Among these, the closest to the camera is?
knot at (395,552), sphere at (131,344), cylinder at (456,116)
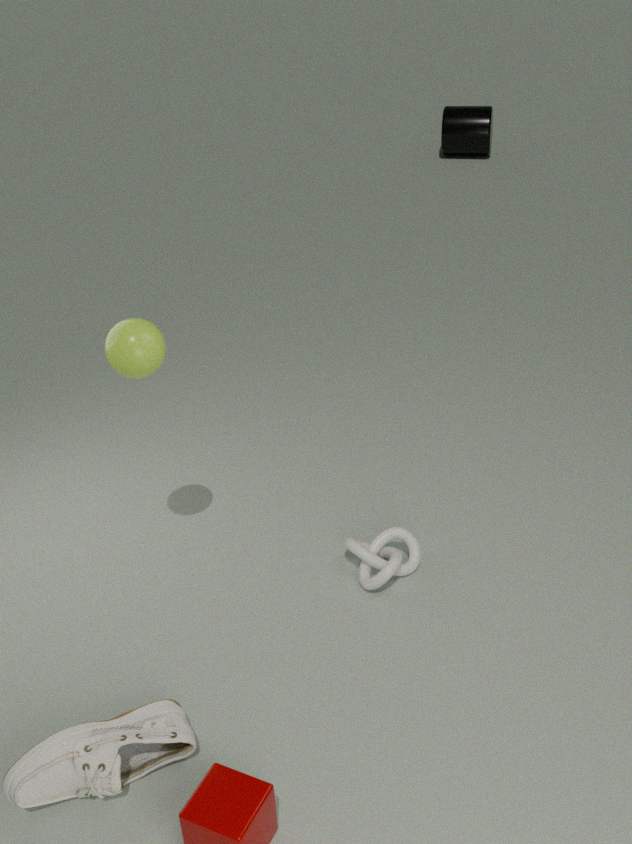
sphere at (131,344)
